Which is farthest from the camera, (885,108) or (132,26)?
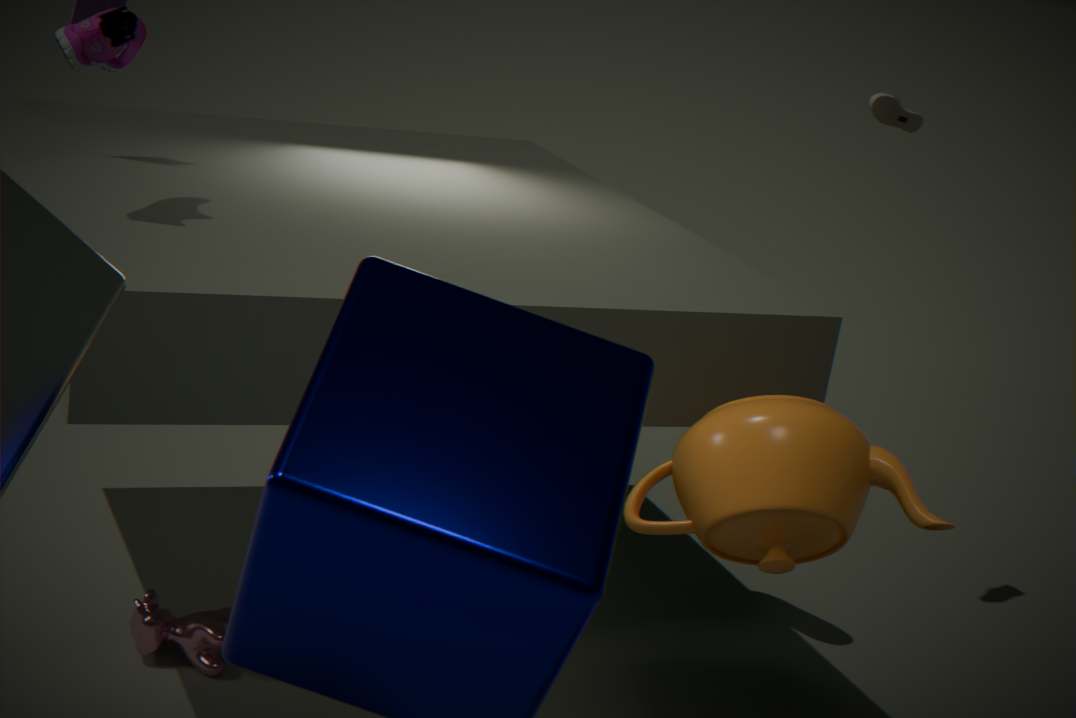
(885,108)
